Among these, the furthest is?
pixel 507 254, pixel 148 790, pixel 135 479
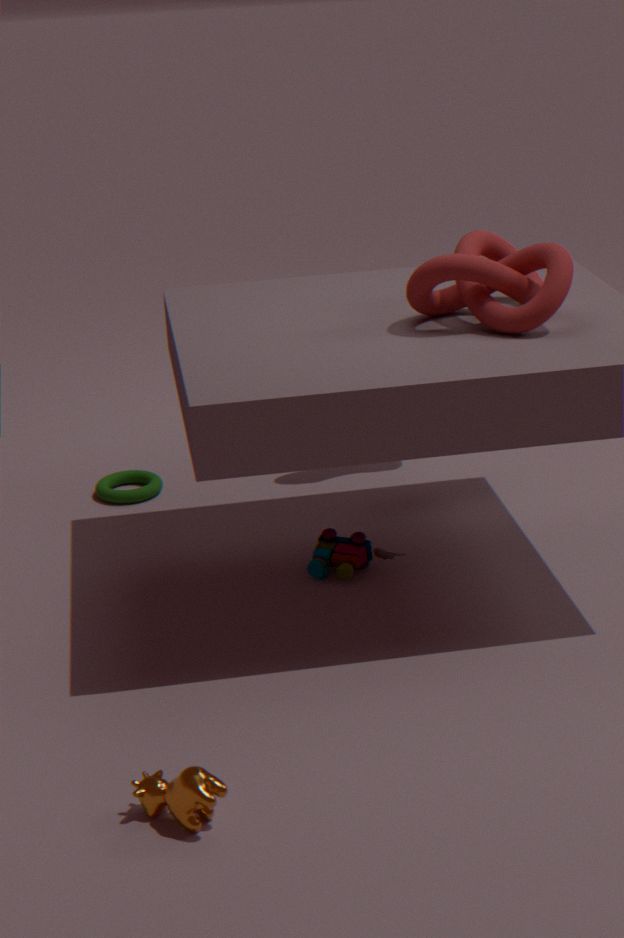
pixel 135 479
